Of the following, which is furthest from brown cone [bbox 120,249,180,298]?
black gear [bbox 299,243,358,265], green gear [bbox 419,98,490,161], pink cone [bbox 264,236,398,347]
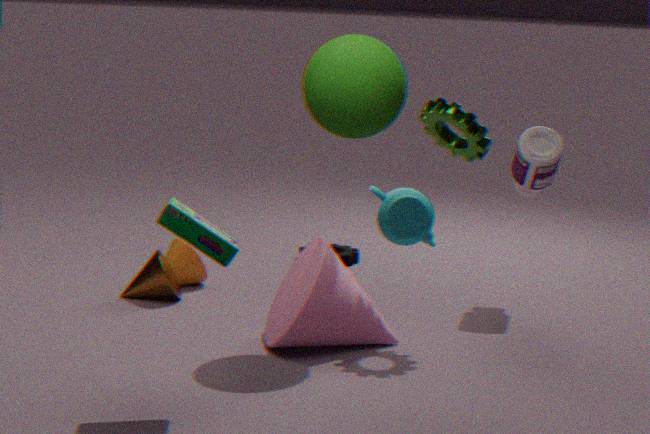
green gear [bbox 419,98,490,161]
